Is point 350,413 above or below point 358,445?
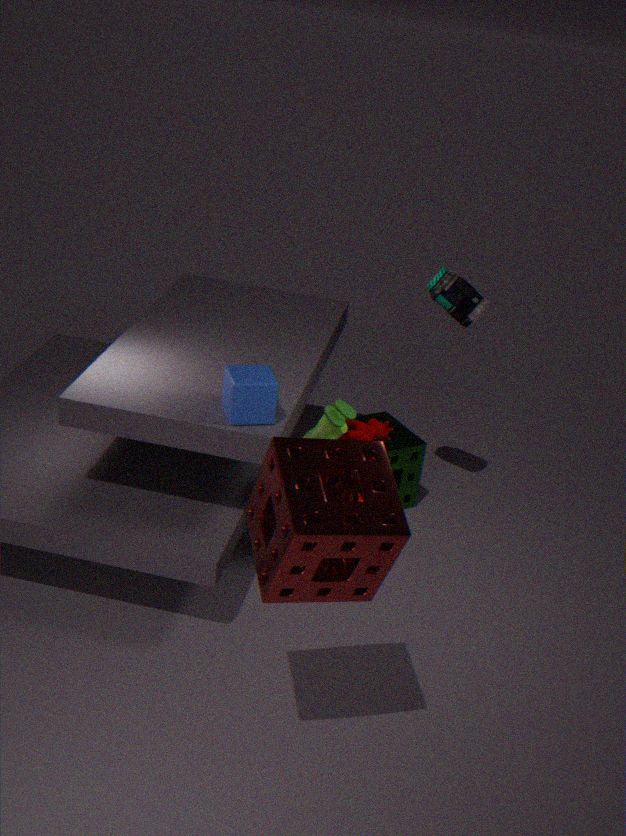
below
